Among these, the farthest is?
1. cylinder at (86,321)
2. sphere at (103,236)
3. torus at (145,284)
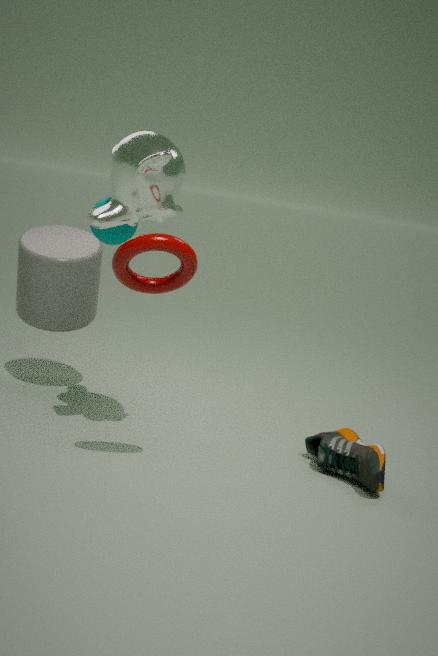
cylinder at (86,321)
